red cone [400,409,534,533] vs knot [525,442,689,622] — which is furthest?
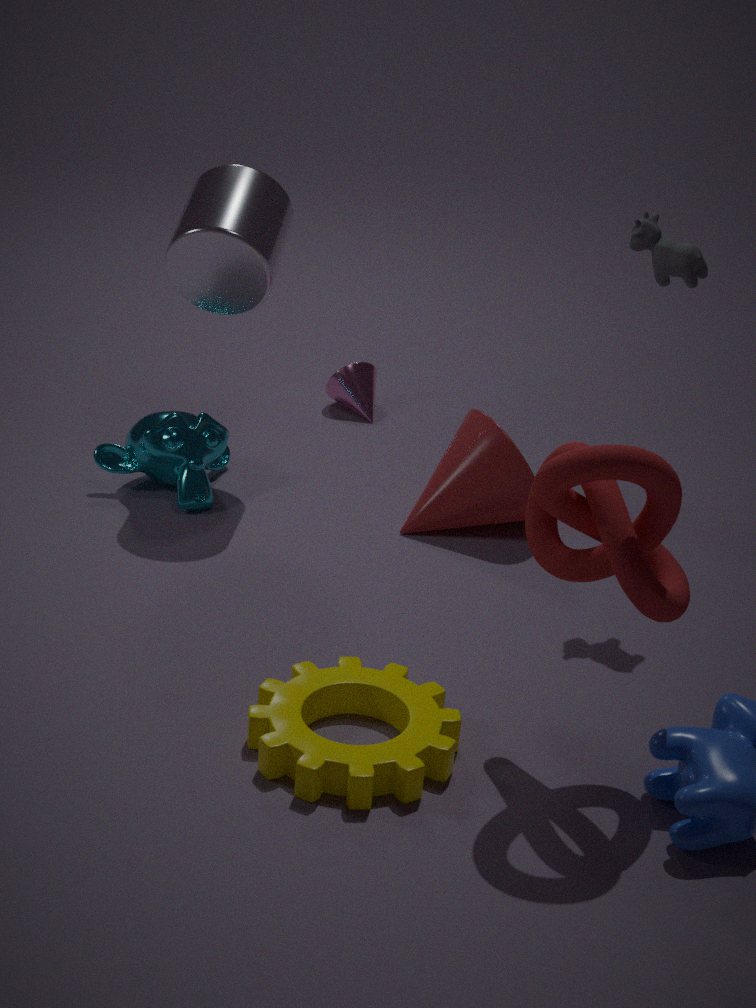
red cone [400,409,534,533]
